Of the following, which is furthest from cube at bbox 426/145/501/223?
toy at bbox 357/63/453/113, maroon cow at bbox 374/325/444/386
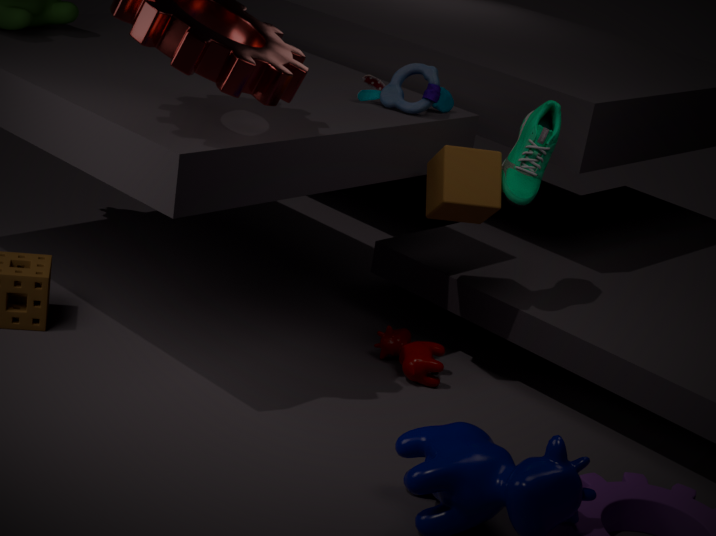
maroon cow at bbox 374/325/444/386
